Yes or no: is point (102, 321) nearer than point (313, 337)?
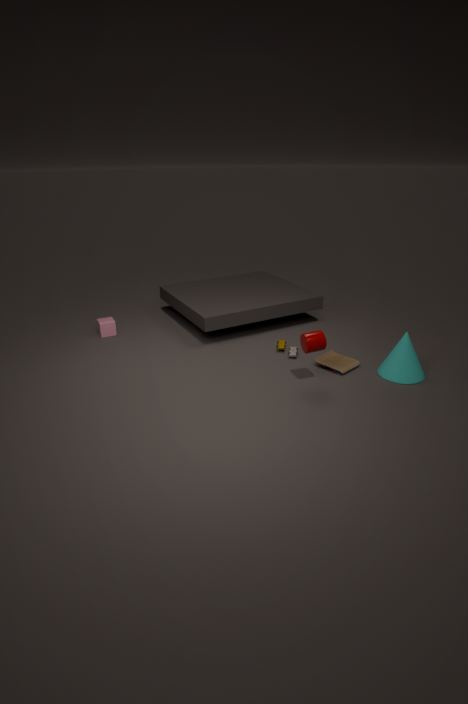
No
